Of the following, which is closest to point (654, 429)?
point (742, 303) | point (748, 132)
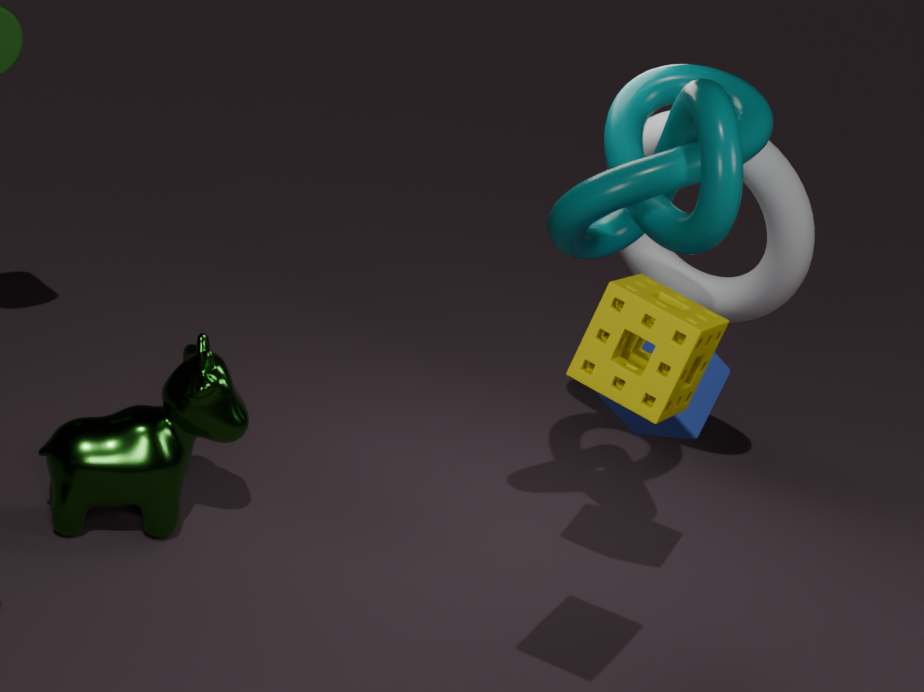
point (748, 132)
